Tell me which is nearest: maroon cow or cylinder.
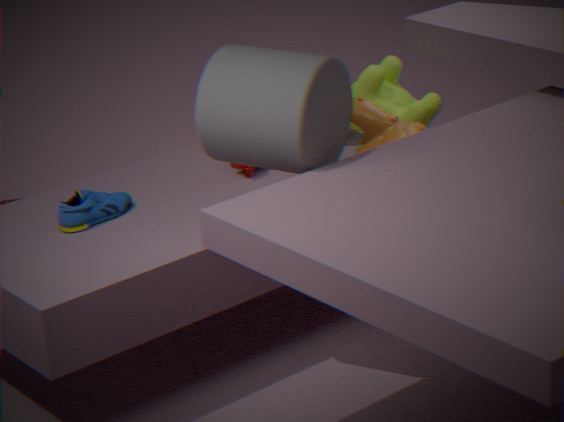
cylinder
